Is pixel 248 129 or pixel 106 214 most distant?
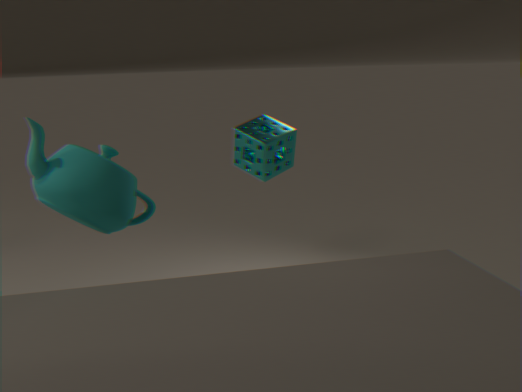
pixel 248 129
